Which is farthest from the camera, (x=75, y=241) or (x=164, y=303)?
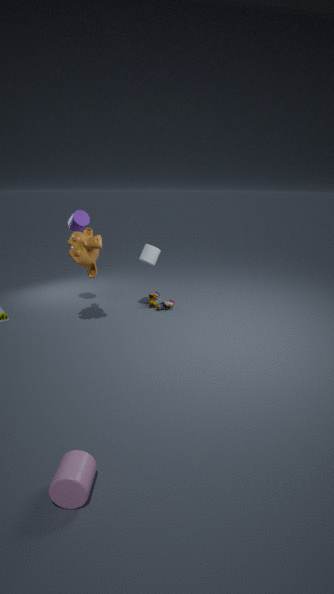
(x=164, y=303)
